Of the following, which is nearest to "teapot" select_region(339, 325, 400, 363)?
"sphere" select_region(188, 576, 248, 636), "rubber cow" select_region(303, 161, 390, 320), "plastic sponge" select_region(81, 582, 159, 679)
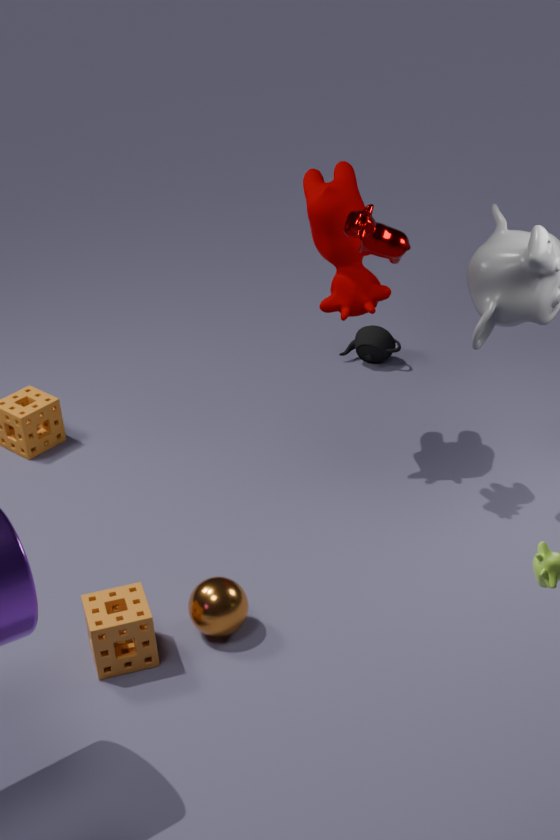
"rubber cow" select_region(303, 161, 390, 320)
